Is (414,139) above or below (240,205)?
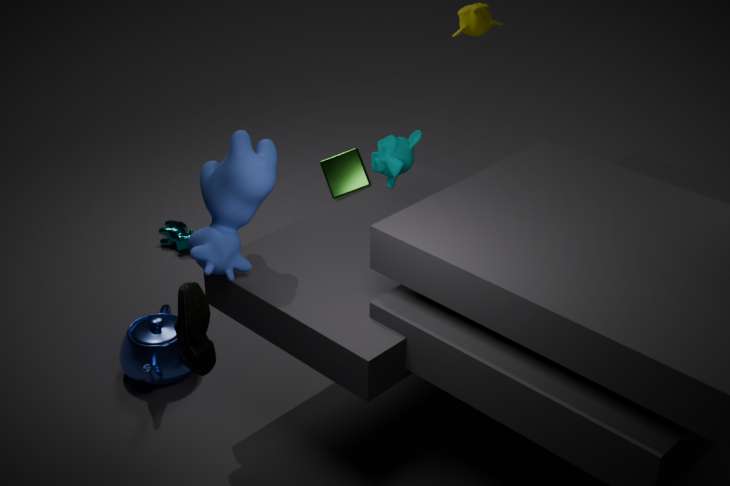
above
